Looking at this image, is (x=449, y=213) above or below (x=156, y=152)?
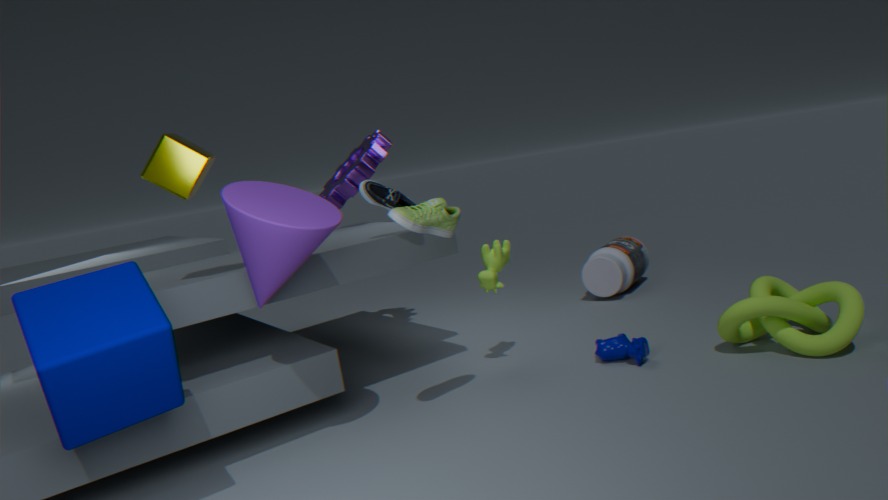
below
